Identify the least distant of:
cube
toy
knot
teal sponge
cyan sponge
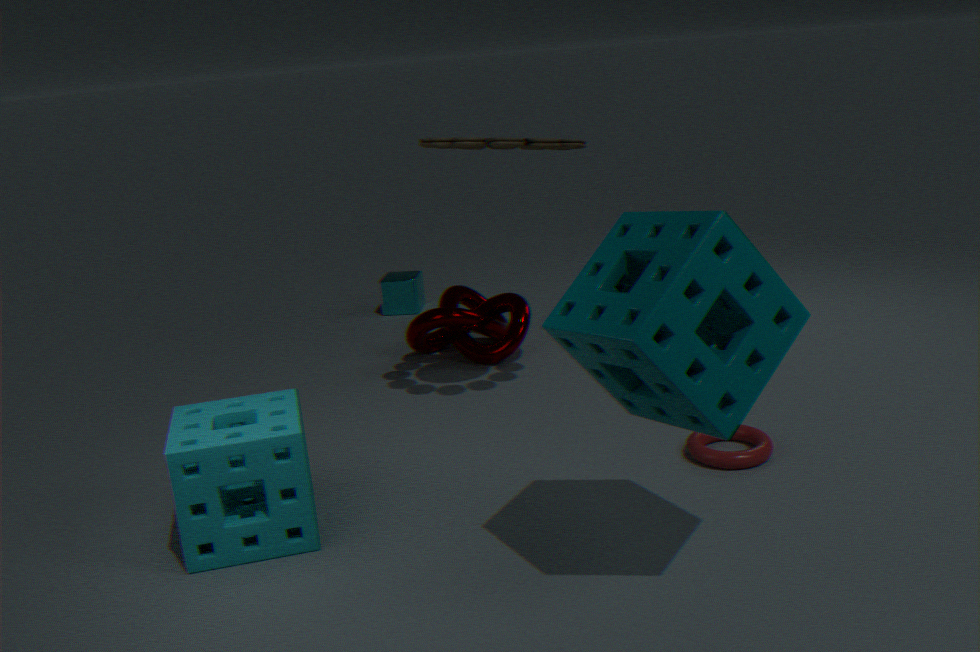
teal sponge
